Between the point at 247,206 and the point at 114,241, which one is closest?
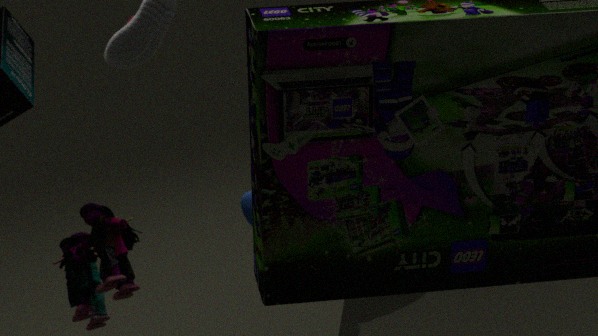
the point at 247,206
